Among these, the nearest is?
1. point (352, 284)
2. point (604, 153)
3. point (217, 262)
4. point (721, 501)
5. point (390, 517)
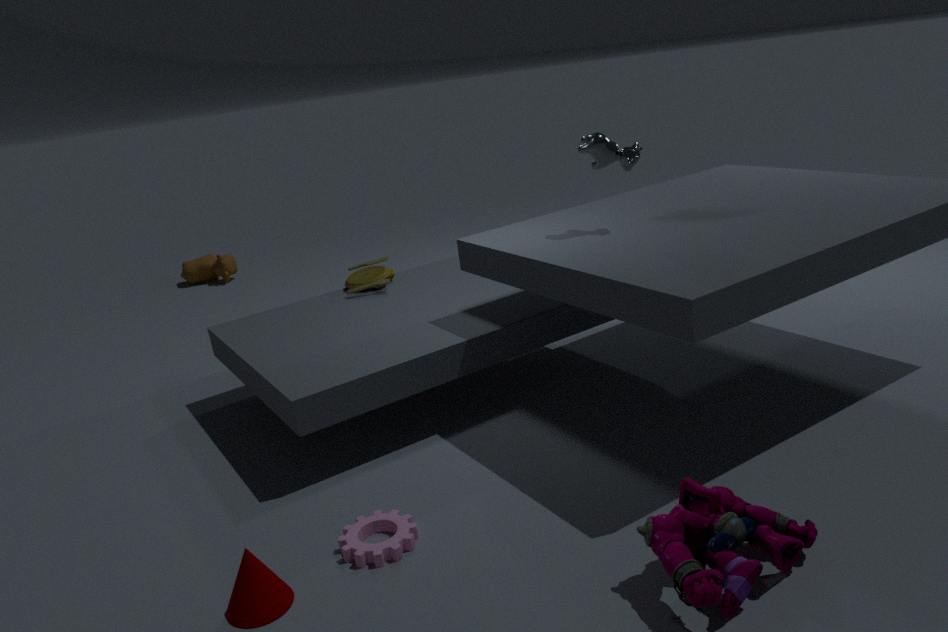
point (721, 501)
